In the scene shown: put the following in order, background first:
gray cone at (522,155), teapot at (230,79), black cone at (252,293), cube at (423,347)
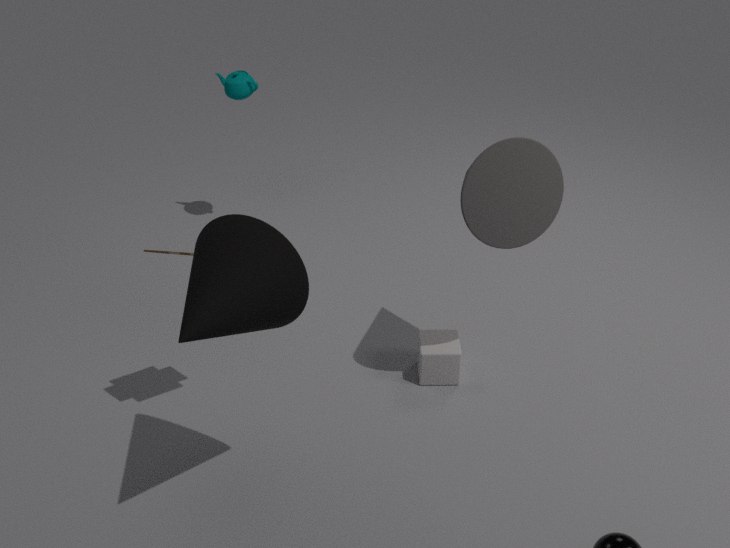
teapot at (230,79)
cube at (423,347)
gray cone at (522,155)
black cone at (252,293)
